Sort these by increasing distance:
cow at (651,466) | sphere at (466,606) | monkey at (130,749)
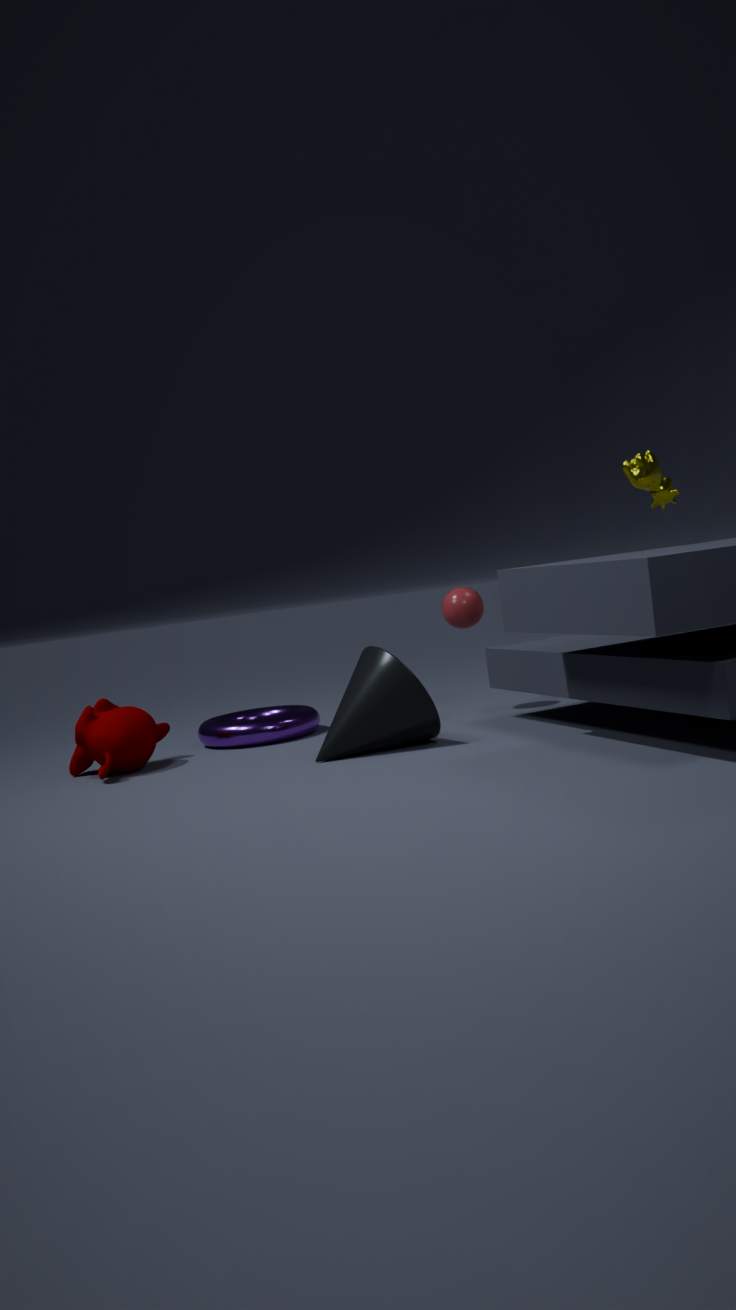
cow at (651,466), monkey at (130,749), sphere at (466,606)
